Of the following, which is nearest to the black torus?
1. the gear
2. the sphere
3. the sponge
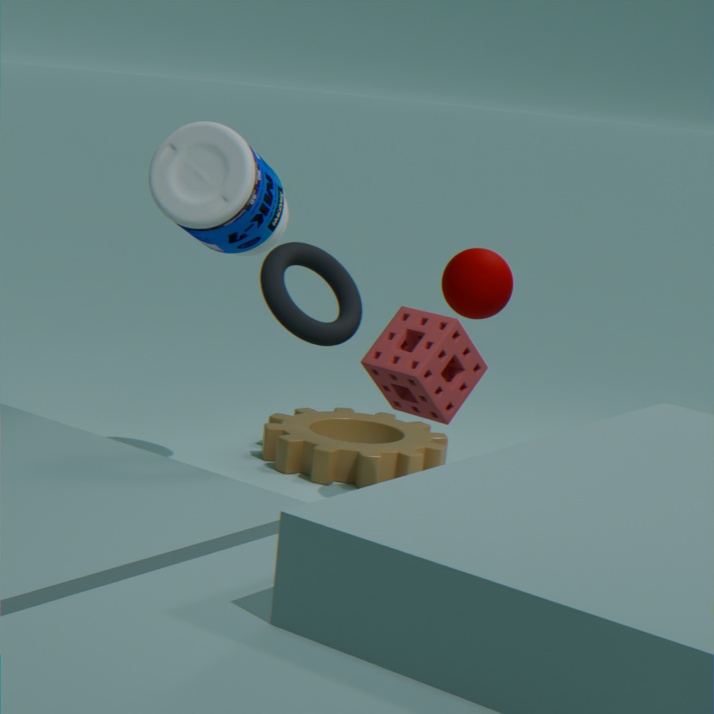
the sponge
